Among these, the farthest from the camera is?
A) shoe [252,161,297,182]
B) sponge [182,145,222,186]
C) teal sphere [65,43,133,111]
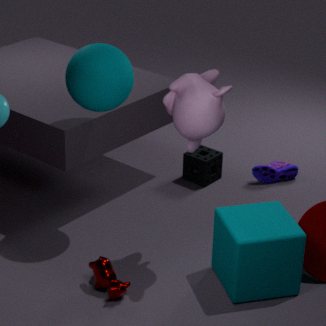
shoe [252,161,297,182]
